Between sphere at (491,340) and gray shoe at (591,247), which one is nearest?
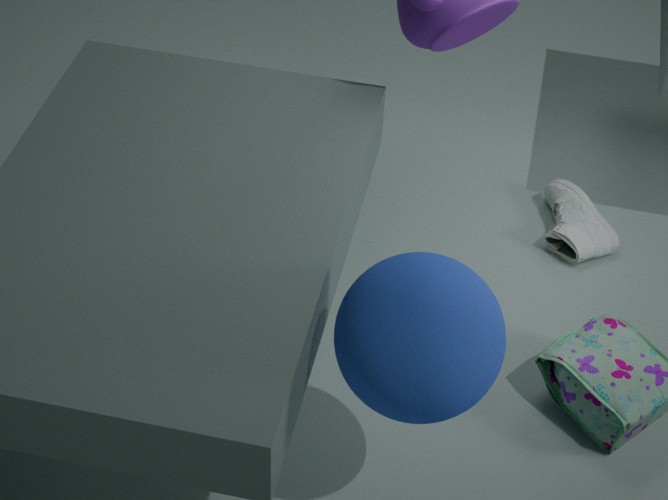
sphere at (491,340)
